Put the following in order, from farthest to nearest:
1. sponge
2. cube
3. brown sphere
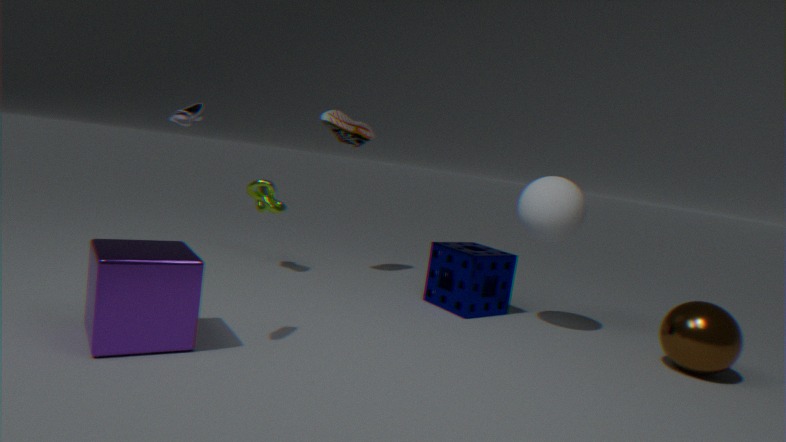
sponge, brown sphere, cube
